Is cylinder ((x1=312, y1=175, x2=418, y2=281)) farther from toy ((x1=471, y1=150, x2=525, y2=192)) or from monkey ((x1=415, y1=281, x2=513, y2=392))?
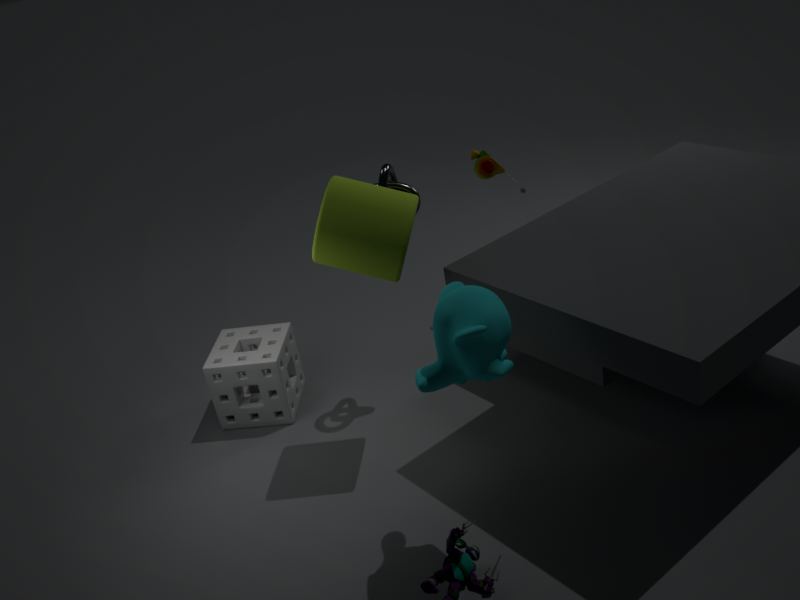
toy ((x1=471, y1=150, x2=525, y2=192))
